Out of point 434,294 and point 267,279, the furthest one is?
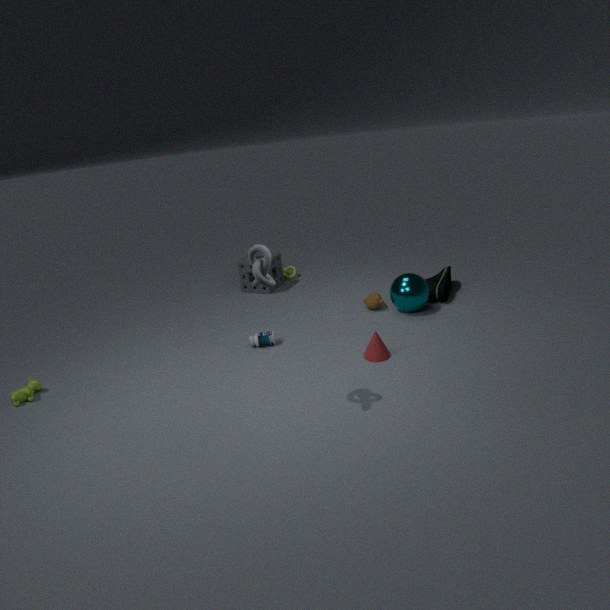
point 434,294
